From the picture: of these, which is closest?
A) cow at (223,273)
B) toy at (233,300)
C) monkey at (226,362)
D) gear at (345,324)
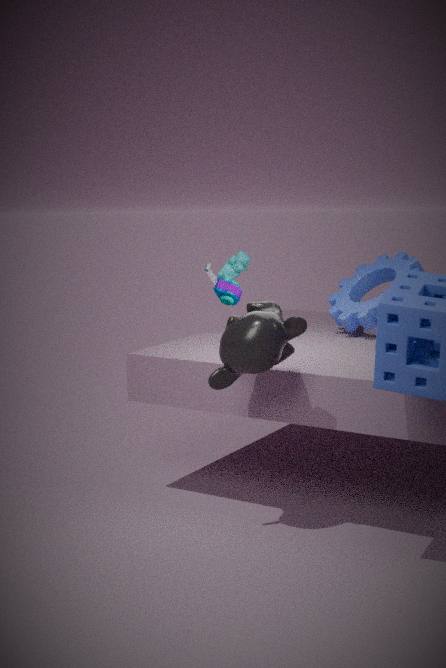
monkey at (226,362)
